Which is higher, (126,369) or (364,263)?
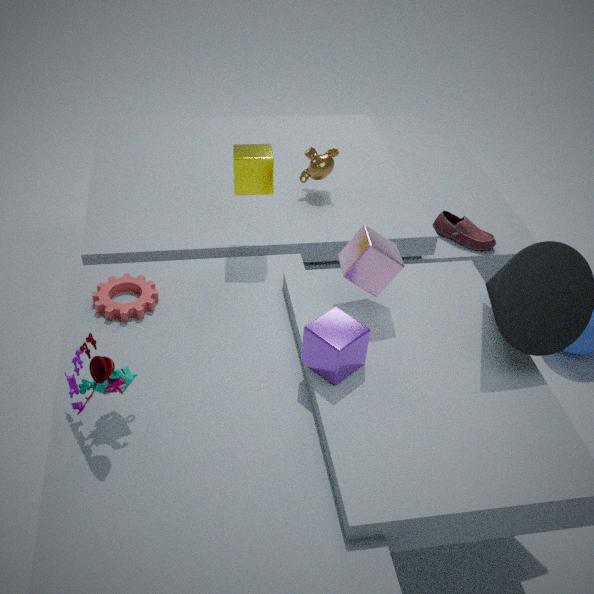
(364,263)
